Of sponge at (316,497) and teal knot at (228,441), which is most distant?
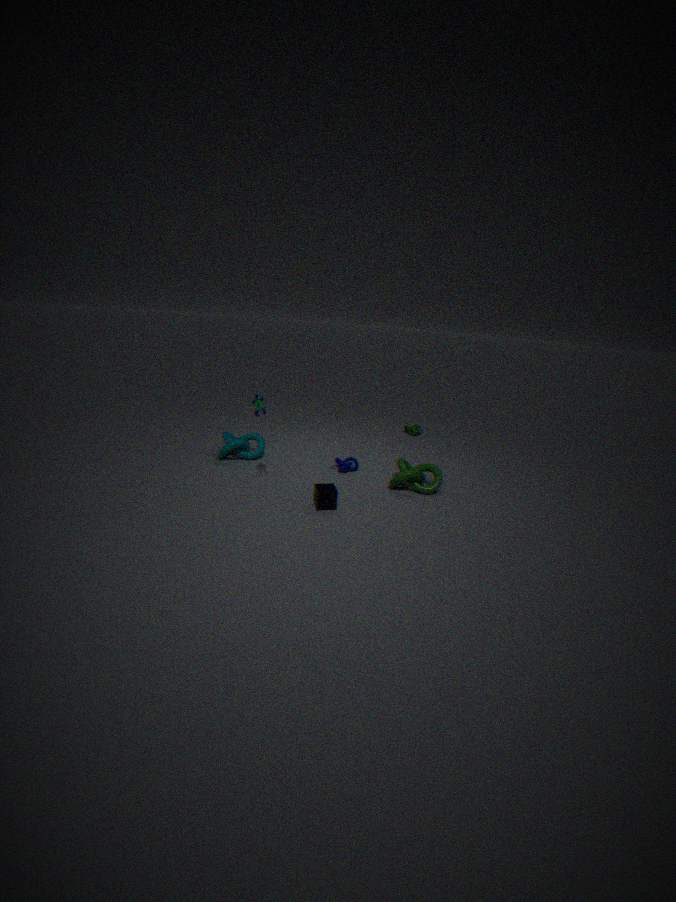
teal knot at (228,441)
